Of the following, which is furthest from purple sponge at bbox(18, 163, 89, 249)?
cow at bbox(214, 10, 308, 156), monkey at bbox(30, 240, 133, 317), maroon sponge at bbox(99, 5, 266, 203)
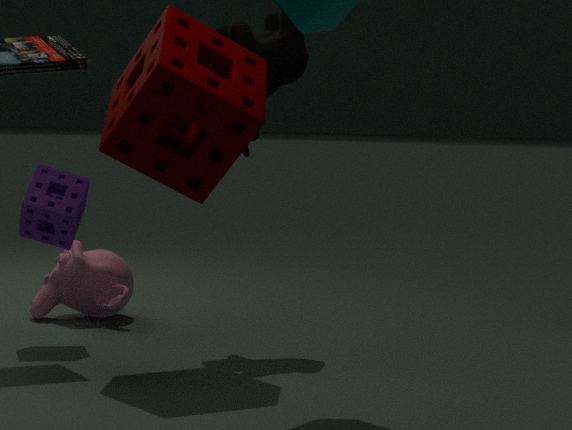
cow at bbox(214, 10, 308, 156)
